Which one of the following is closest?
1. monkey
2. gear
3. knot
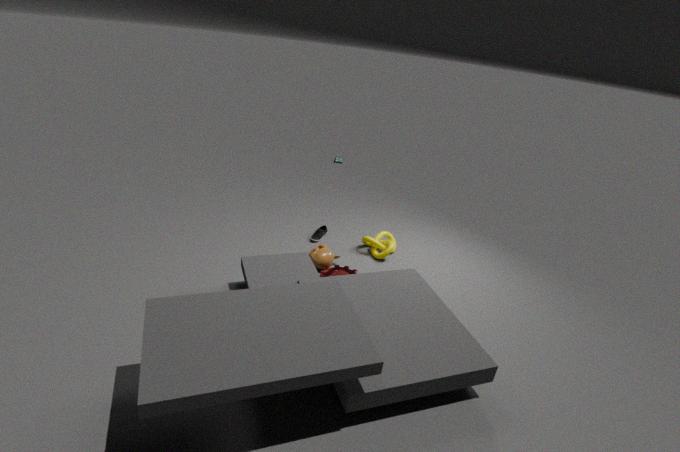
gear
